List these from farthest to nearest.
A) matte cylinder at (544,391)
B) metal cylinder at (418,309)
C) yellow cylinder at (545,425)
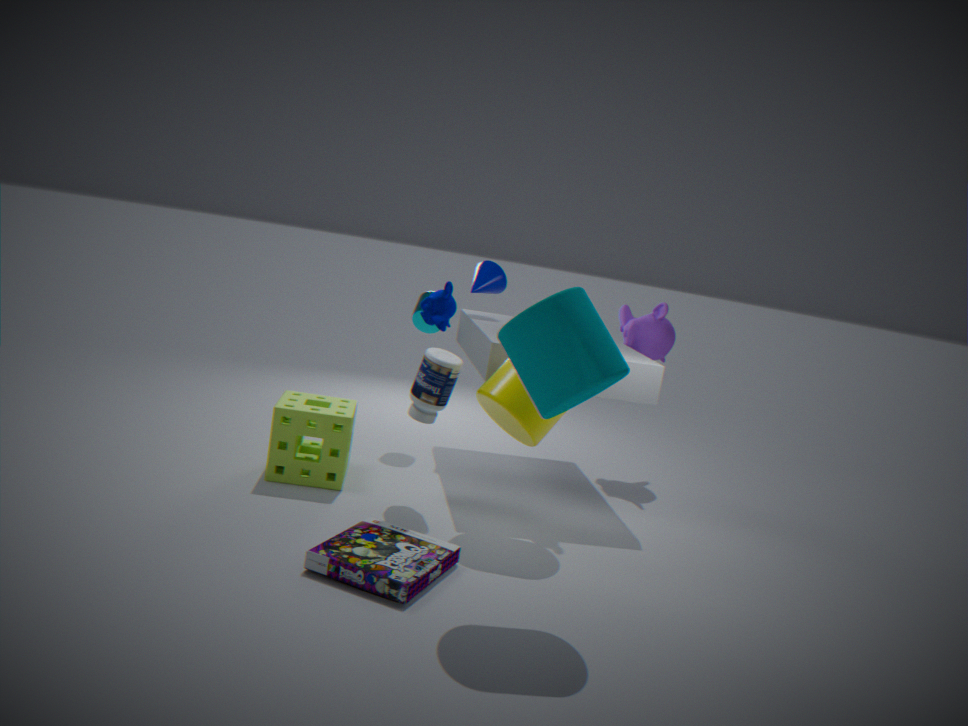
1. metal cylinder at (418,309)
2. yellow cylinder at (545,425)
3. matte cylinder at (544,391)
